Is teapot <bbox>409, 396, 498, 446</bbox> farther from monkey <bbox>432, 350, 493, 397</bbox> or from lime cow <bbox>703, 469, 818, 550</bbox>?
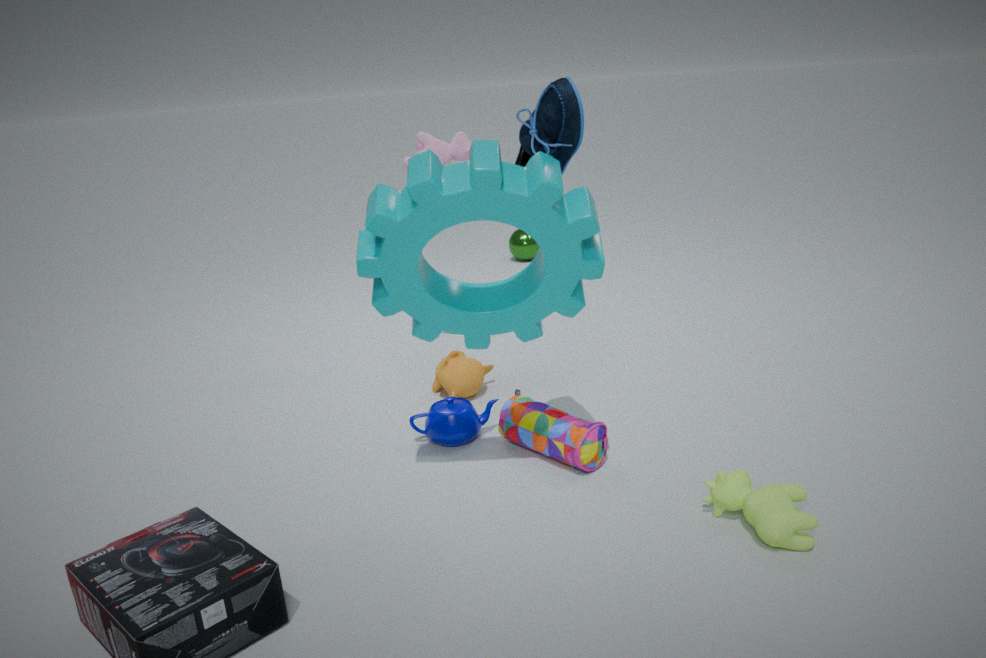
lime cow <bbox>703, 469, 818, 550</bbox>
